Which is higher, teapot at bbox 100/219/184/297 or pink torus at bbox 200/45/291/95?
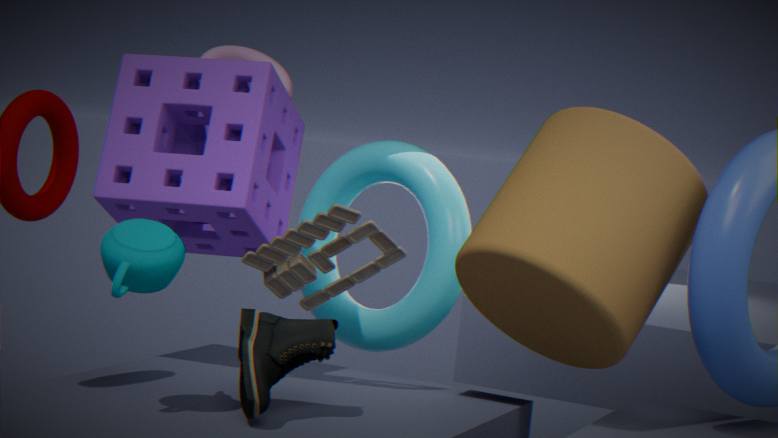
pink torus at bbox 200/45/291/95
